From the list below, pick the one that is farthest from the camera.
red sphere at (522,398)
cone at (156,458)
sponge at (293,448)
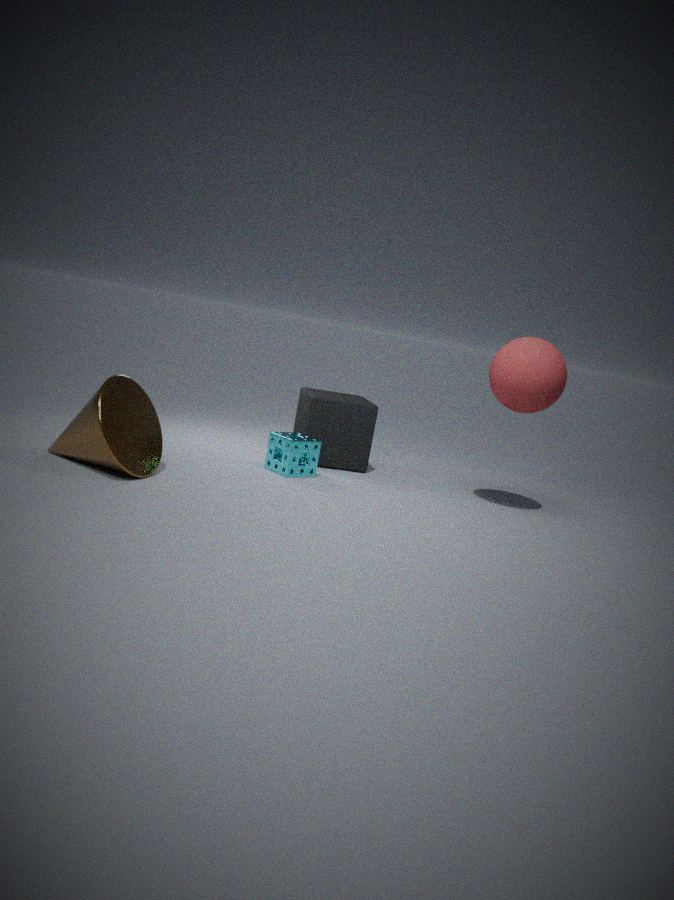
sponge at (293,448)
